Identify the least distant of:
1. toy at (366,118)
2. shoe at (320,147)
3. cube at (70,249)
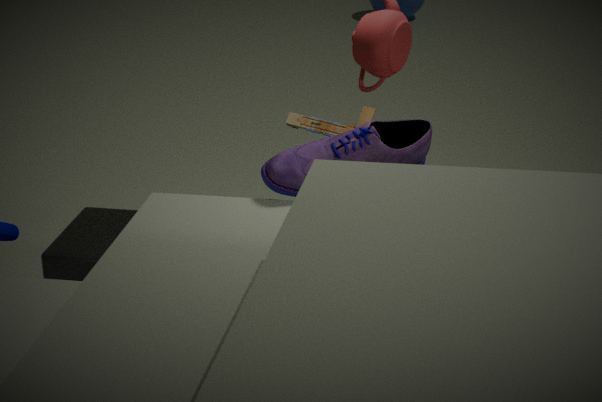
shoe at (320,147)
